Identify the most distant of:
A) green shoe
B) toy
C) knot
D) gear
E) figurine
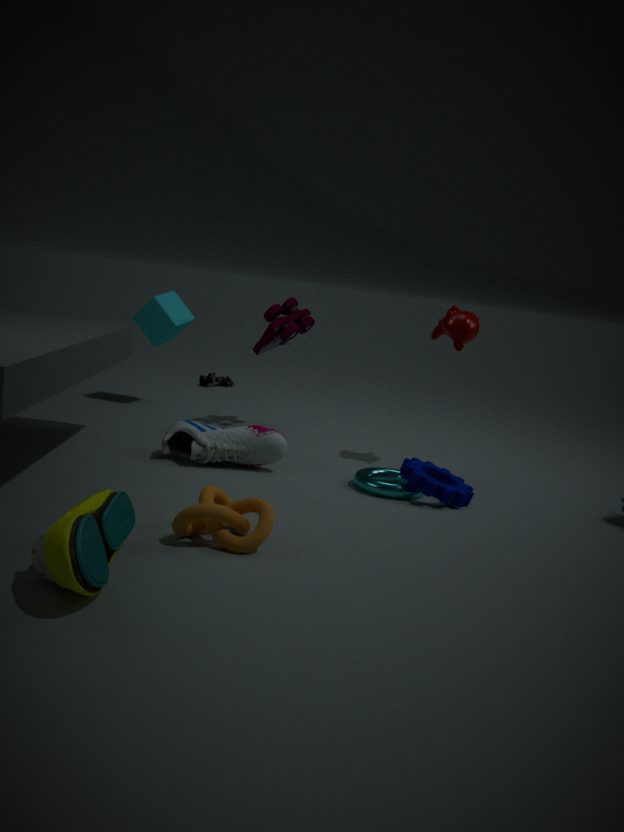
figurine
